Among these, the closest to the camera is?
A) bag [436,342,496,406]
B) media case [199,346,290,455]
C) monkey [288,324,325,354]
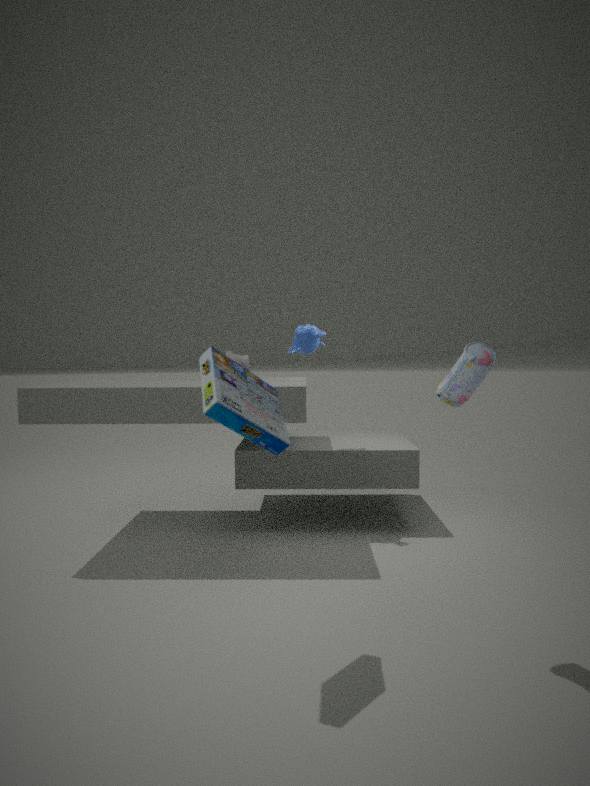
media case [199,346,290,455]
